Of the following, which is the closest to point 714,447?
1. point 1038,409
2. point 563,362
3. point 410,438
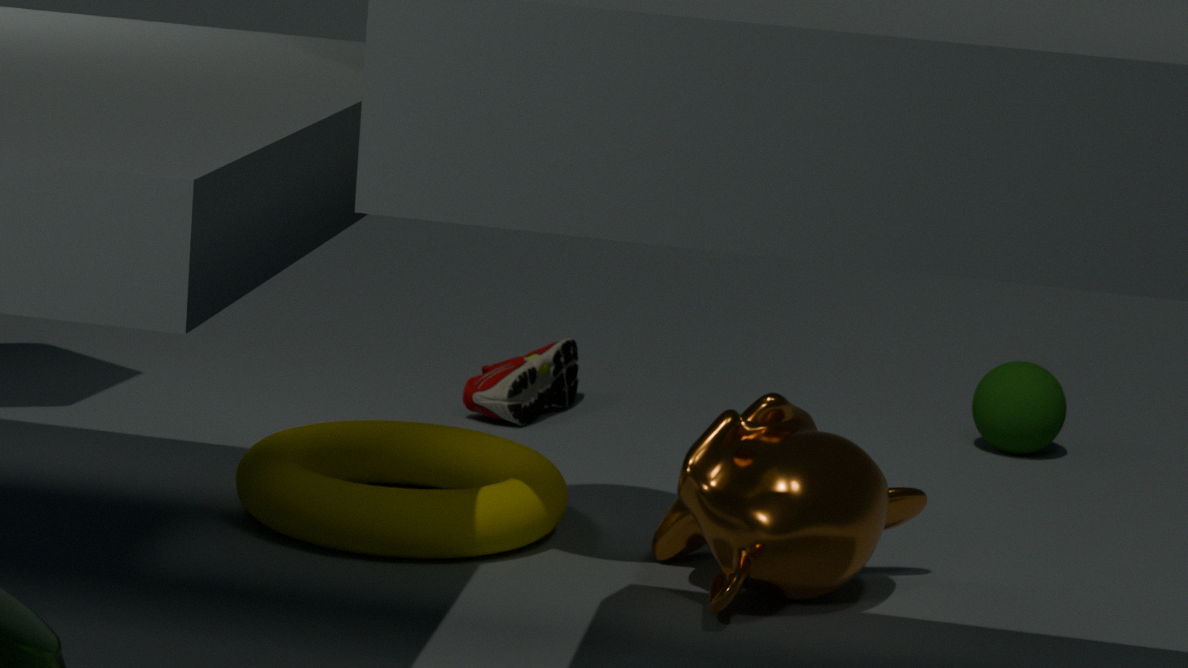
point 410,438
